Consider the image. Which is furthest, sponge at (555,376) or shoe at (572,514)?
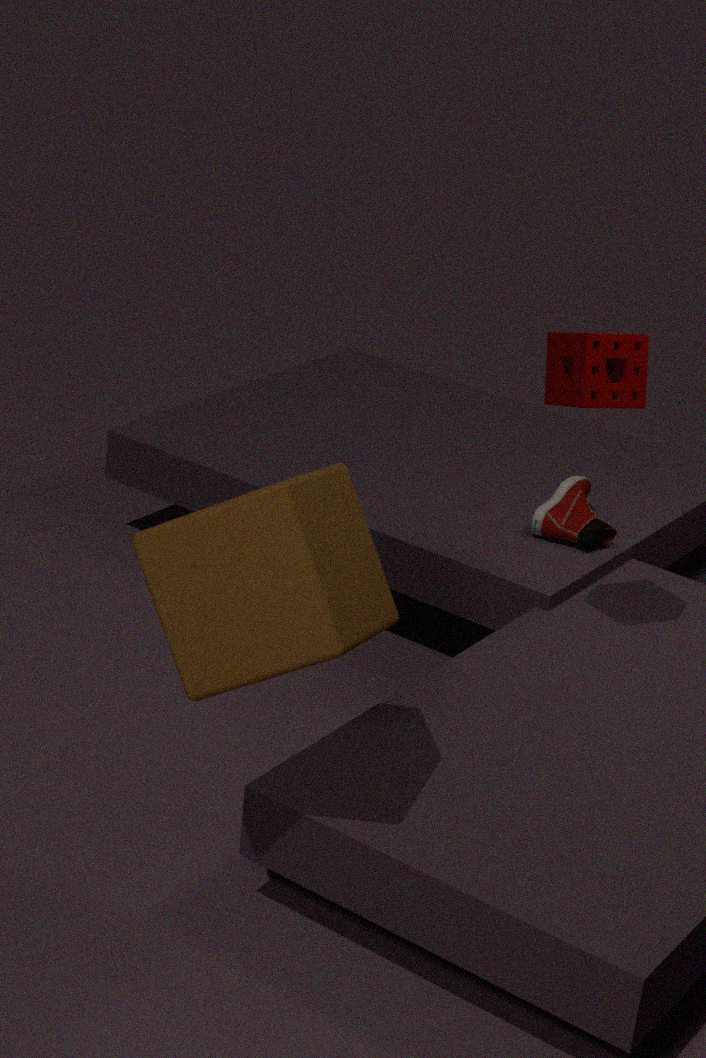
shoe at (572,514)
